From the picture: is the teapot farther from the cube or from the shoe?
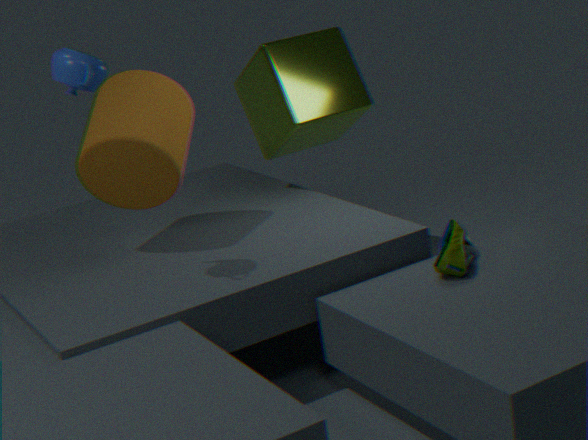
the shoe
